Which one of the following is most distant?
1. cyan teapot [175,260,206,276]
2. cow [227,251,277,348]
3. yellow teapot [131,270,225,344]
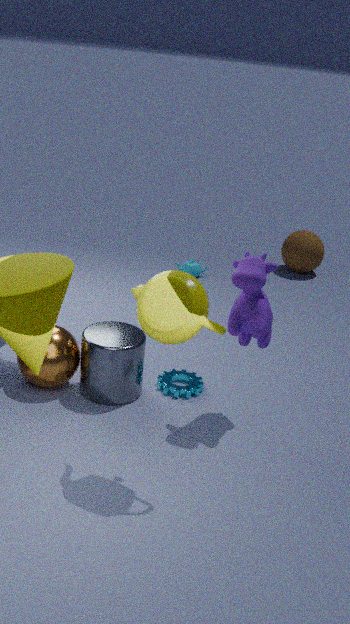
cyan teapot [175,260,206,276]
